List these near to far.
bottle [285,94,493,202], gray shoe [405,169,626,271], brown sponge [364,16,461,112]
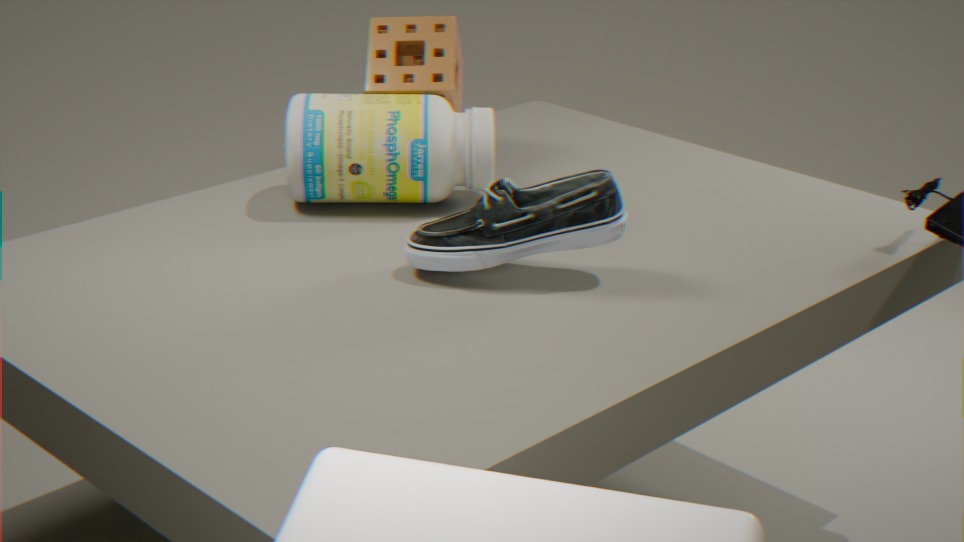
gray shoe [405,169,626,271], bottle [285,94,493,202], brown sponge [364,16,461,112]
